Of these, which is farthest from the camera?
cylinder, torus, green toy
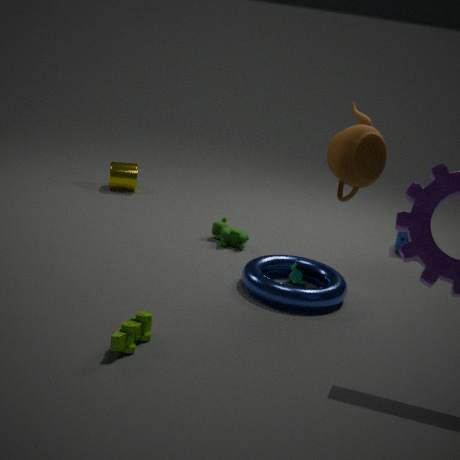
cylinder
